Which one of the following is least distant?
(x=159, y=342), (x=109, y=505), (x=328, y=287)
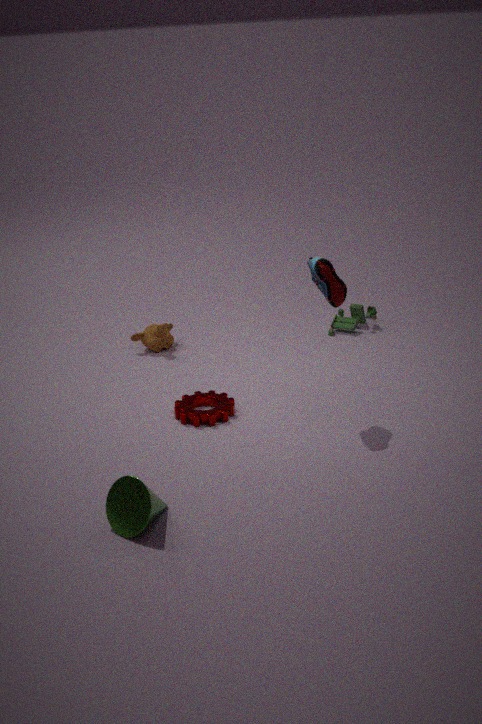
(x=109, y=505)
